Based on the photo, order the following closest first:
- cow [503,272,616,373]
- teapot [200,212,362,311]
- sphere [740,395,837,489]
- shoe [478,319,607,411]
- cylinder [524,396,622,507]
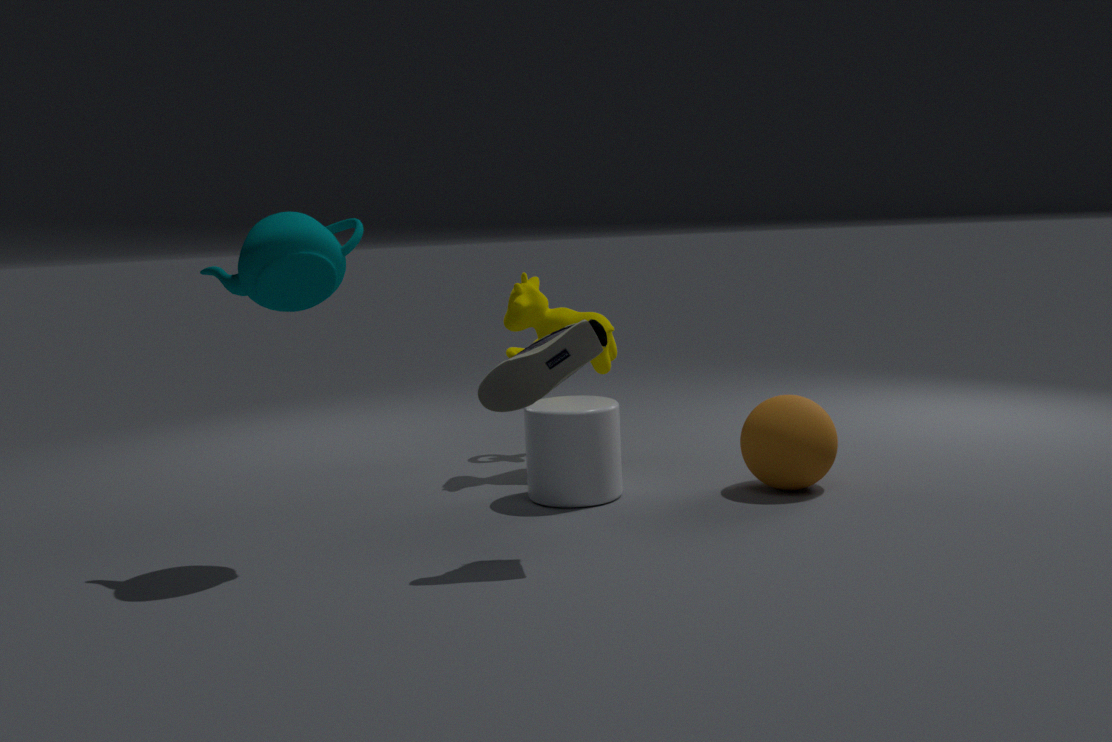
1. shoe [478,319,607,411]
2. teapot [200,212,362,311]
3. sphere [740,395,837,489]
4. cylinder [524,396,622,507]
5. cow [503,272,616,373]
